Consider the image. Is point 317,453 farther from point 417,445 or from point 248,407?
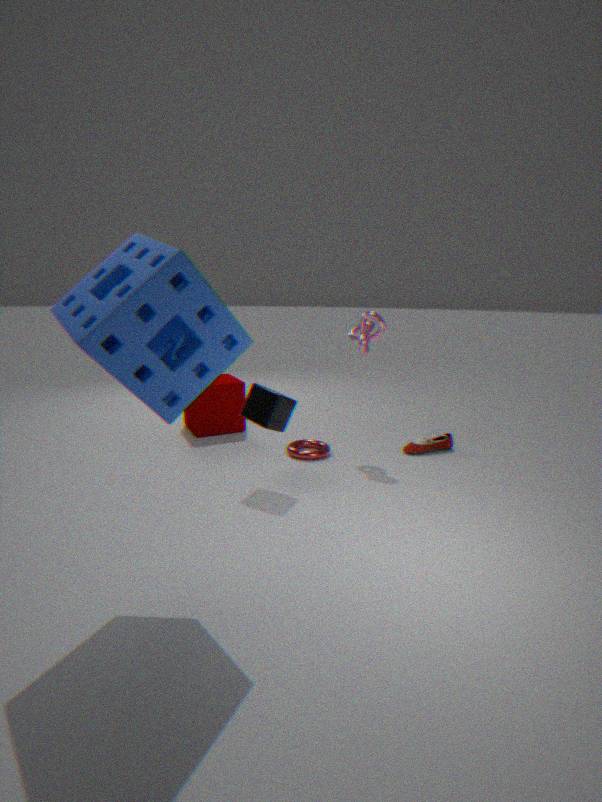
point 417,445
